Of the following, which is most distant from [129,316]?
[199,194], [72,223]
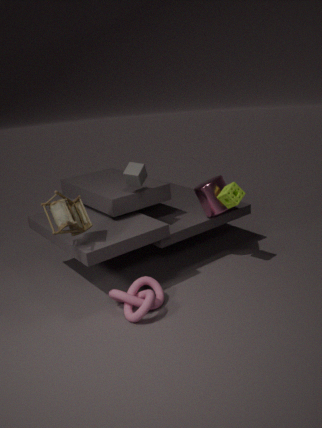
[199,194]
